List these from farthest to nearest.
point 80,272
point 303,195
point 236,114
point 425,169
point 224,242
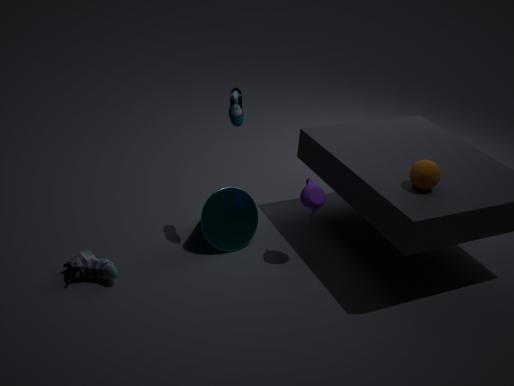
1. point 224,242
2. point 303,195
3. point 236,114
4. point 80,272
5. point 425,169
